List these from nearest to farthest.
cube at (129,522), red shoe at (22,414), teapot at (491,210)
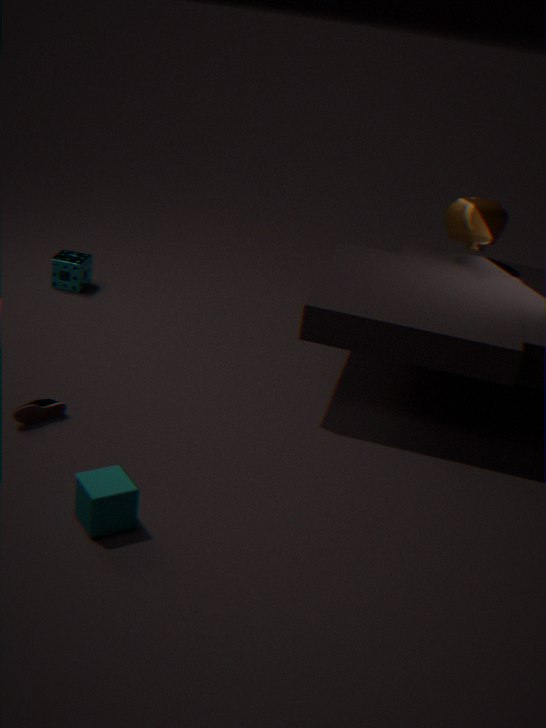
cube at (129,522), red shoe at (22,414), teapot at (491,210)
